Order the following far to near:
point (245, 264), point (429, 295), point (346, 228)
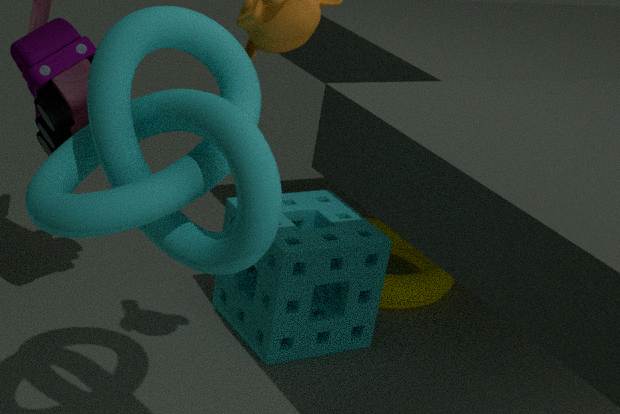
point (429, 295)
point (346, 228)
point (245, 264)
